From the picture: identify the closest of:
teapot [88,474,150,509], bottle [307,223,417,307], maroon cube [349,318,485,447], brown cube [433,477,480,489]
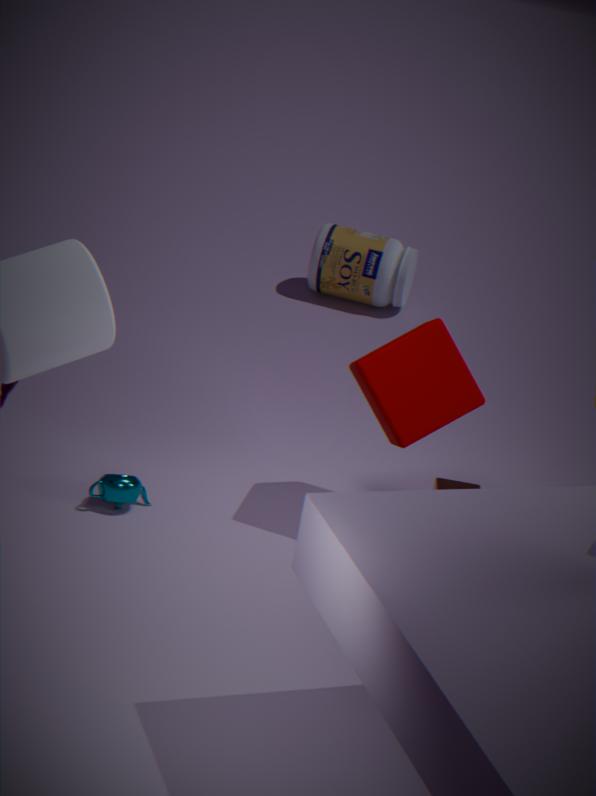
maroon cube [349,318,485,447]
